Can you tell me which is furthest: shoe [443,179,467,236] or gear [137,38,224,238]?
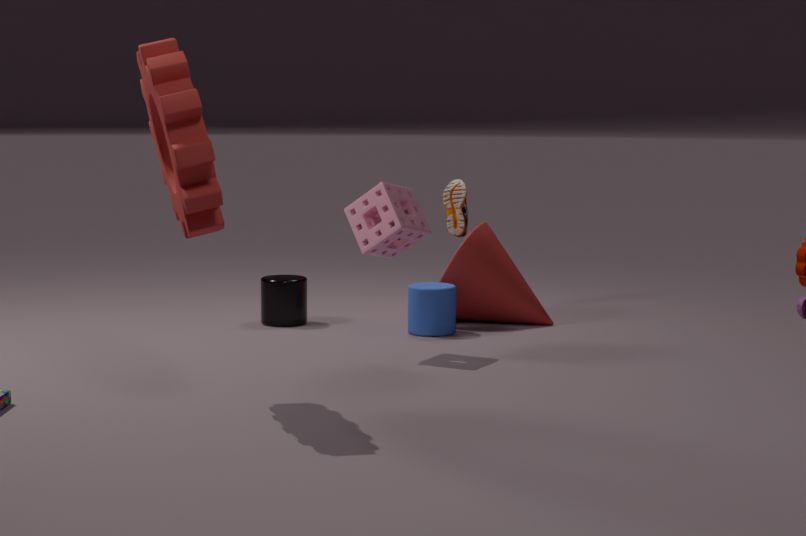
shoe [443,179,467,236]
